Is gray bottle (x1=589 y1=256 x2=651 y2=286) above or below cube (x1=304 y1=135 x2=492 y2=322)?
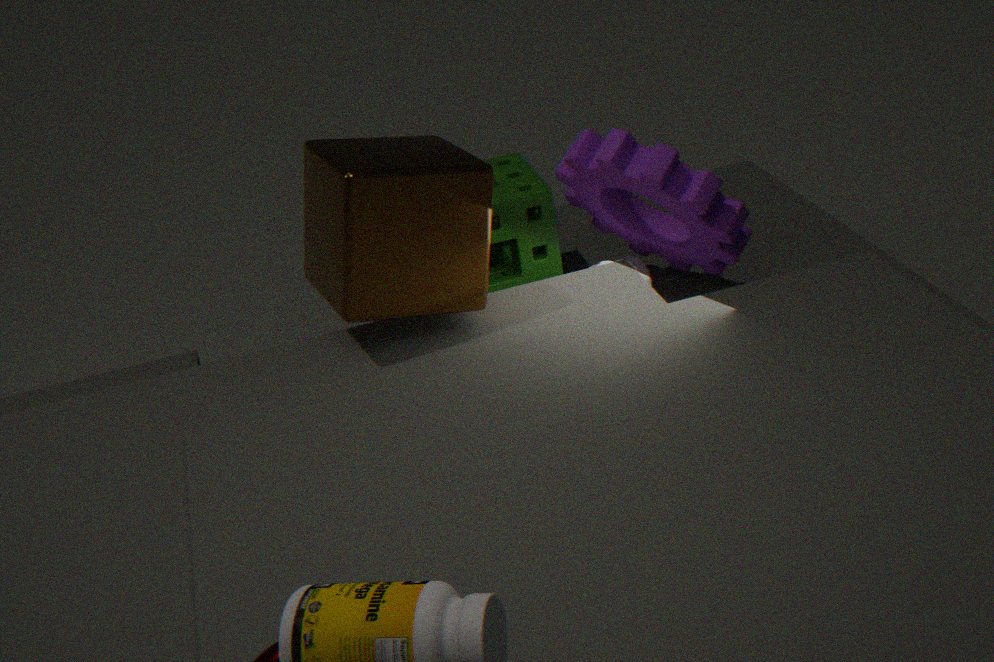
below
